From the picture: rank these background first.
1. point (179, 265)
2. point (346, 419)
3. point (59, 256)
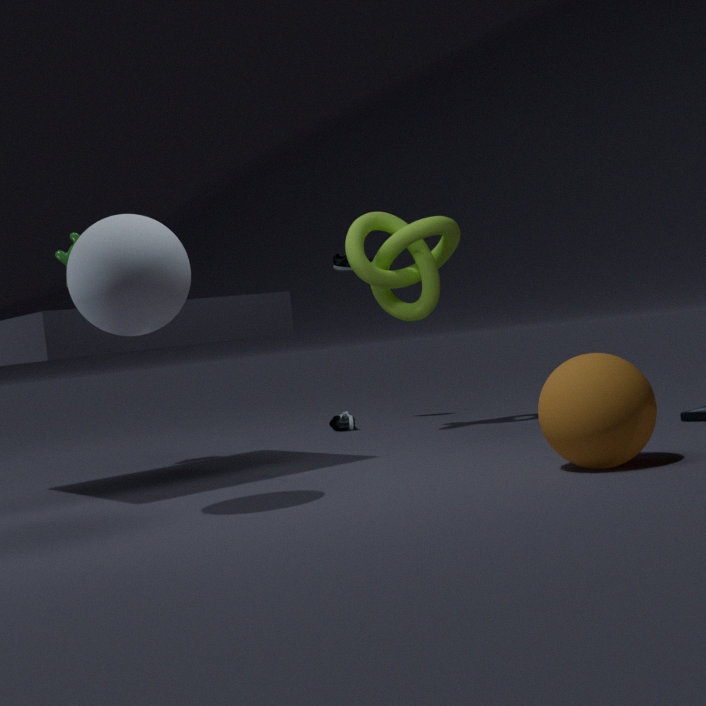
point (346, 419) < point (59, 256) < point (179, 265)
